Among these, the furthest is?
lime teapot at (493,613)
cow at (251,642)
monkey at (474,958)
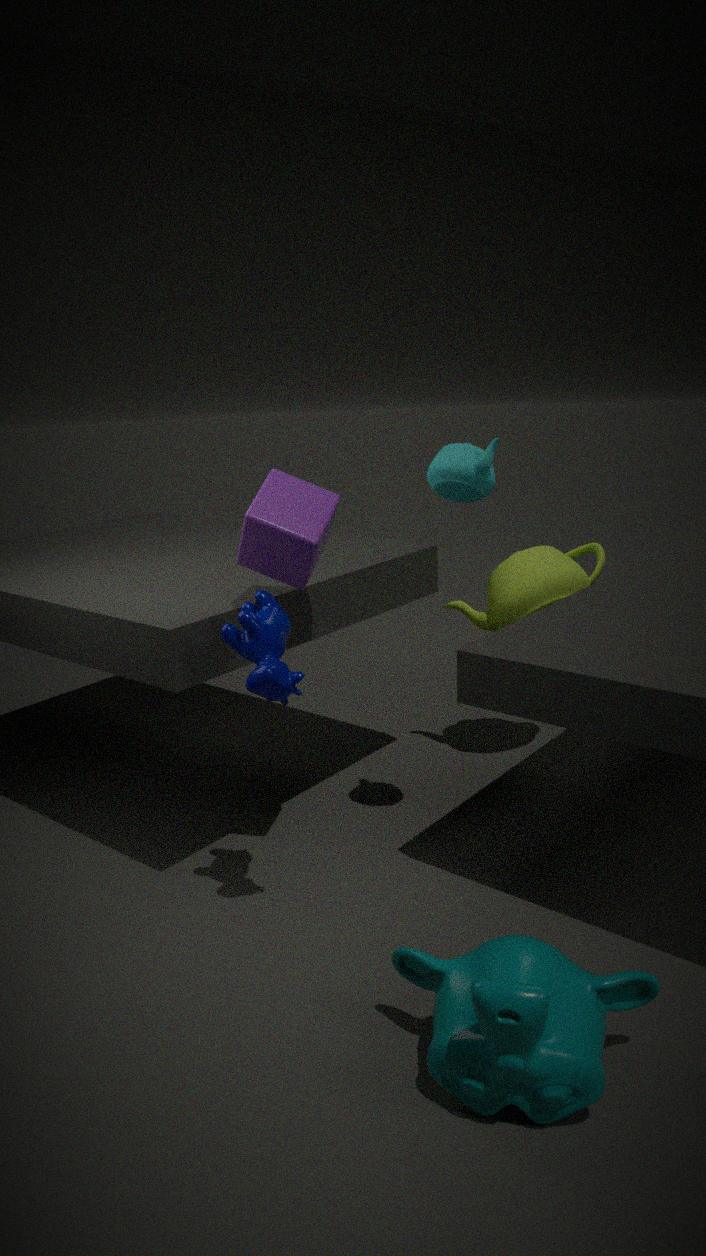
lime teapot at (493,613)
